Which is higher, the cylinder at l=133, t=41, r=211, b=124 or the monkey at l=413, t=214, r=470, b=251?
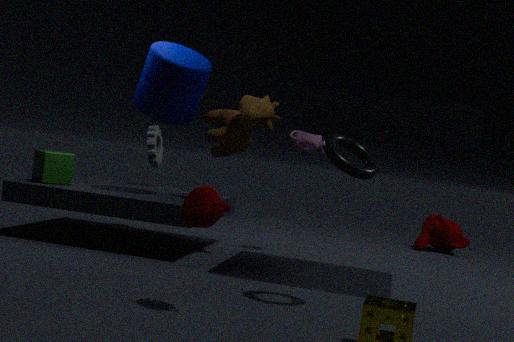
the cylinder at l=133, t=41, r=211, b=124
